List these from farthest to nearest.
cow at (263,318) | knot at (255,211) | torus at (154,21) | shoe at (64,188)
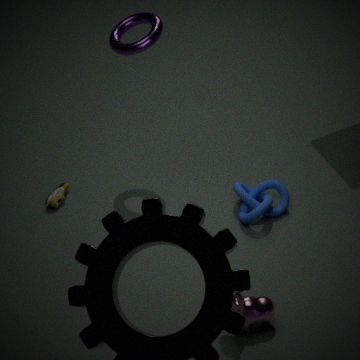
shoe at (64,188)
torus at (154,21)
knot at (255,211)
cow at (263,318)
